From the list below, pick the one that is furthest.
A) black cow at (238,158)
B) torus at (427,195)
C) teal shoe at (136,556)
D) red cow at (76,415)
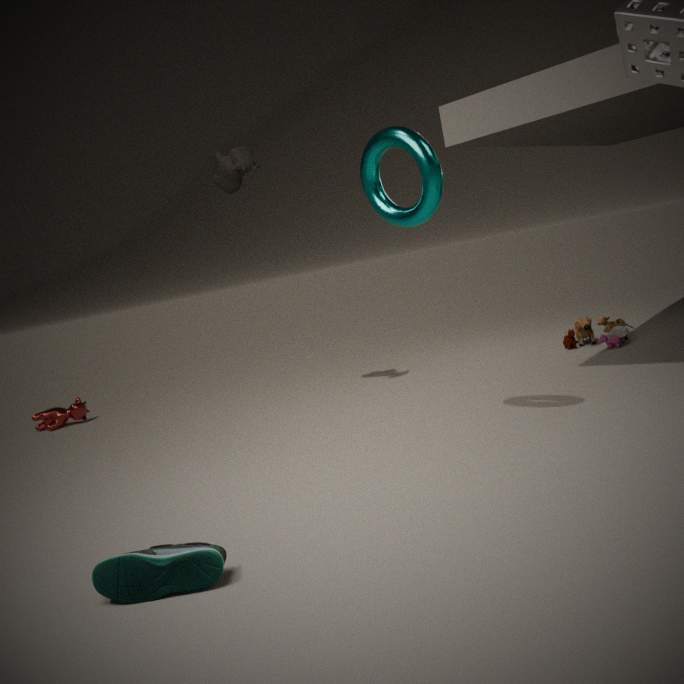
red cow at (76,415)
